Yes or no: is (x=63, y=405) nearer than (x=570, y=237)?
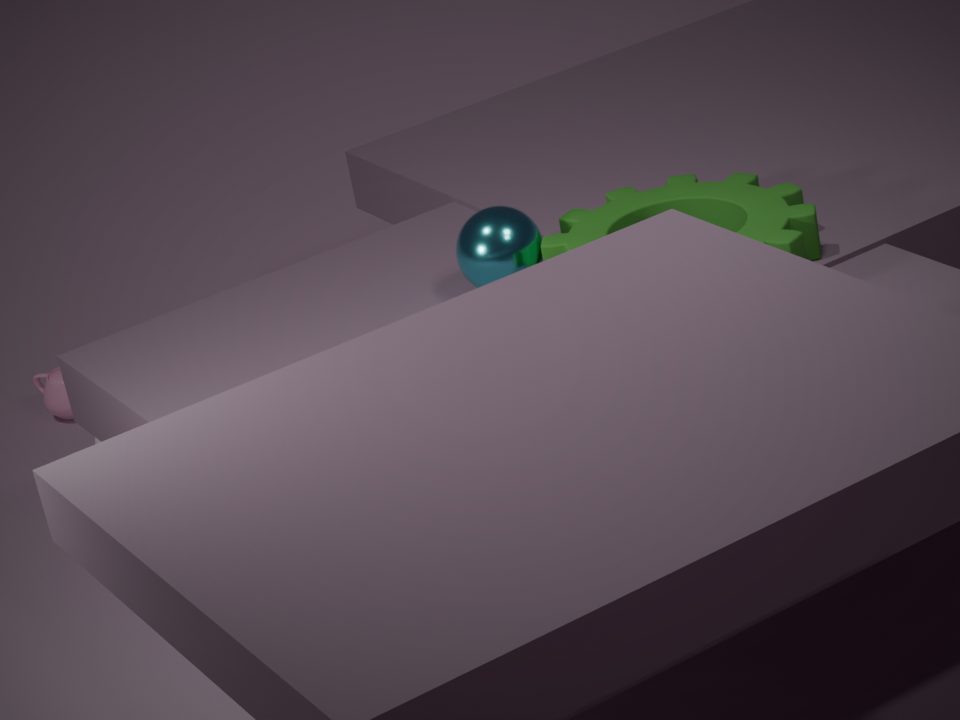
No
